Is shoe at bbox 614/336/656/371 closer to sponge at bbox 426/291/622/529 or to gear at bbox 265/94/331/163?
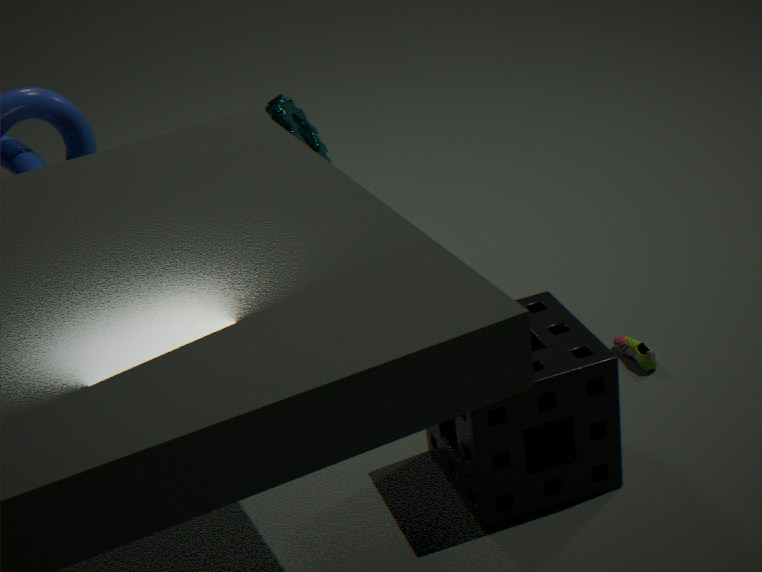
sponge at bbox 426/291/622/529
